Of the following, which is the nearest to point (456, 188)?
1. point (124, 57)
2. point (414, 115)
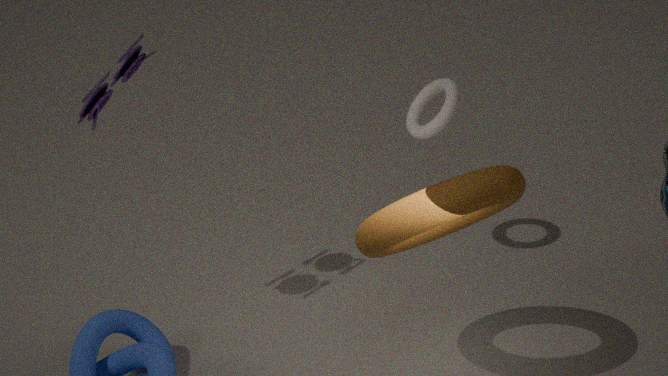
point (414, 115)
